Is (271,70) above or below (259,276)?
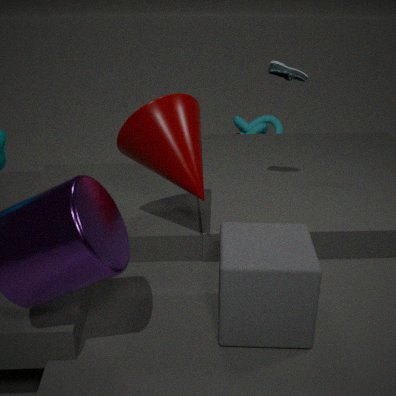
above
